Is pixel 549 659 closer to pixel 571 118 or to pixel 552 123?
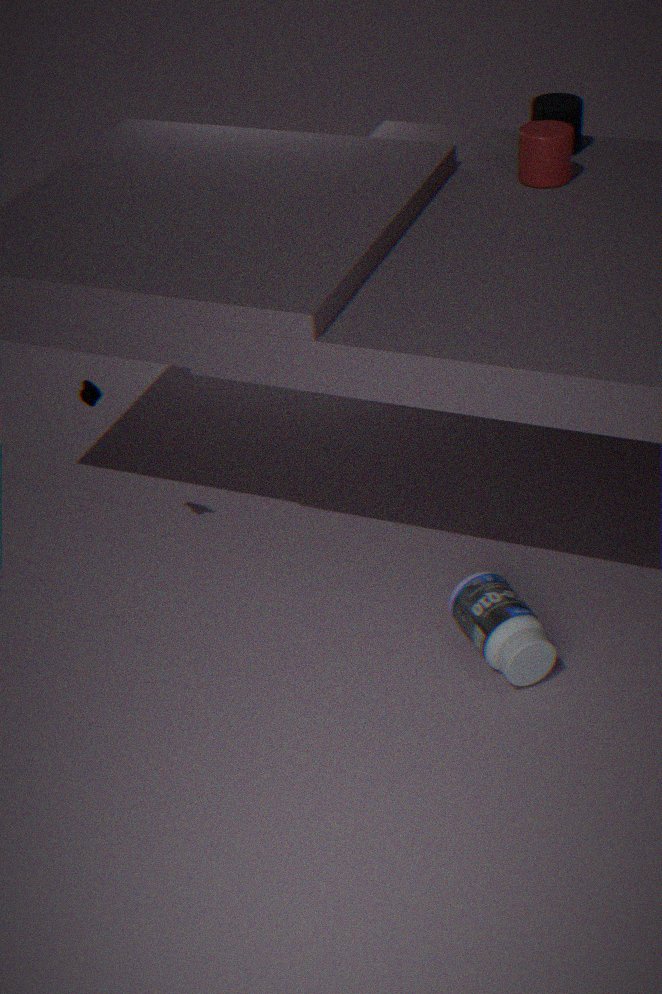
pixel 552 123
